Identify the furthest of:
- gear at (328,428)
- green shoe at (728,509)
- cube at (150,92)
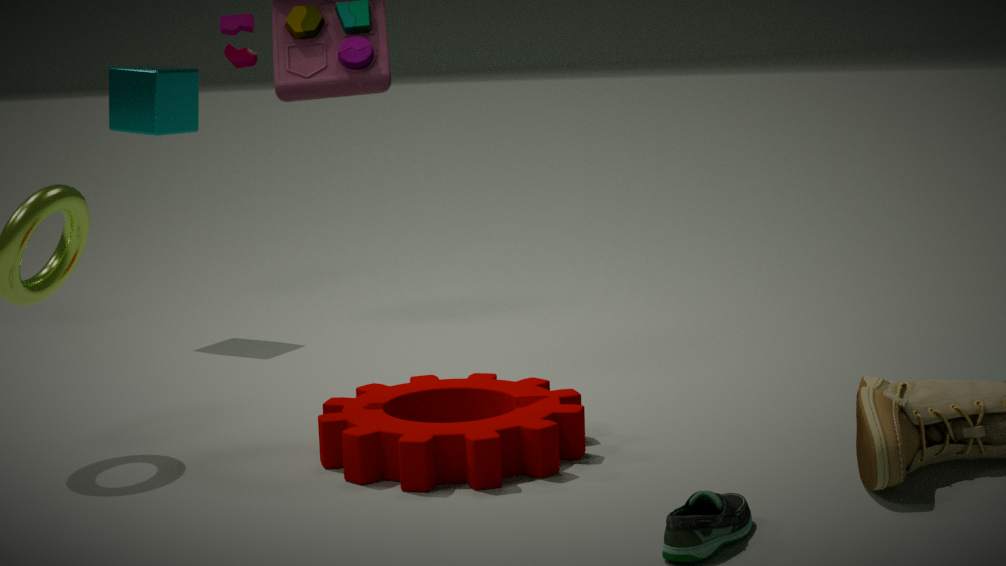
cube at (150,92)
